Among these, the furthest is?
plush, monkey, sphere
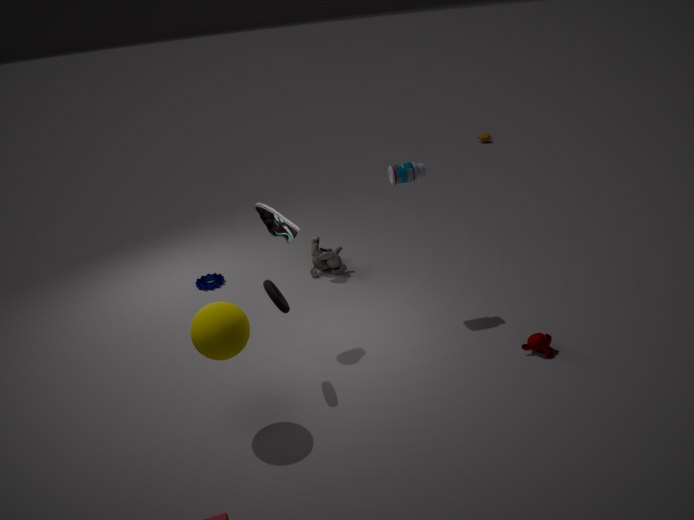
Answer: plush
